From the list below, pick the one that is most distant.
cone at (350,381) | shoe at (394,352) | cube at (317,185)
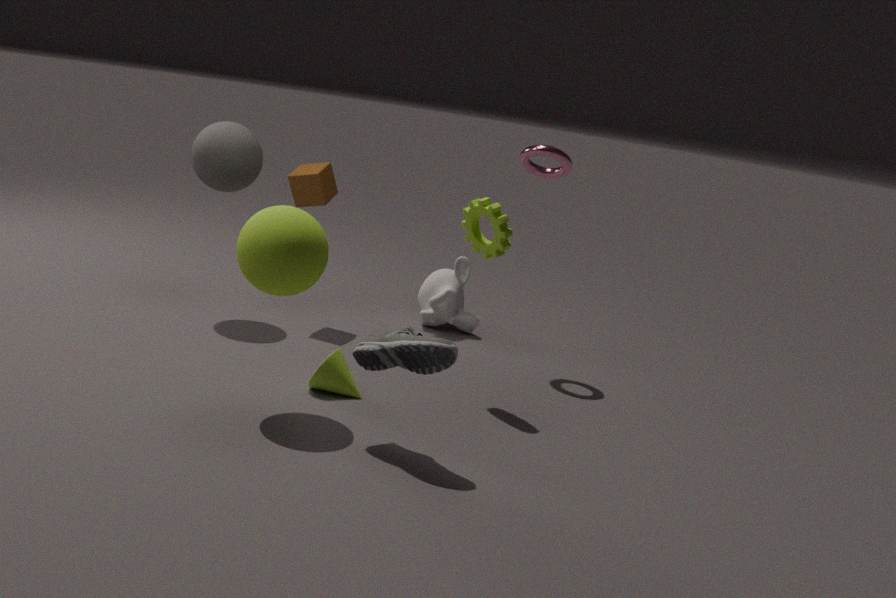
cube at (317,185)
